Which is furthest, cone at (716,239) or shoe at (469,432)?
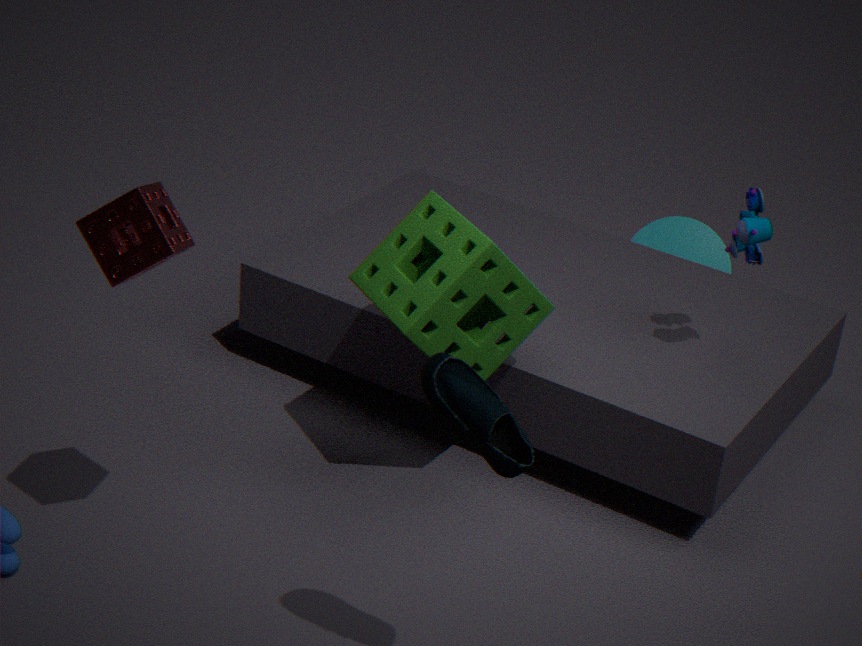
cone at (716,239)
